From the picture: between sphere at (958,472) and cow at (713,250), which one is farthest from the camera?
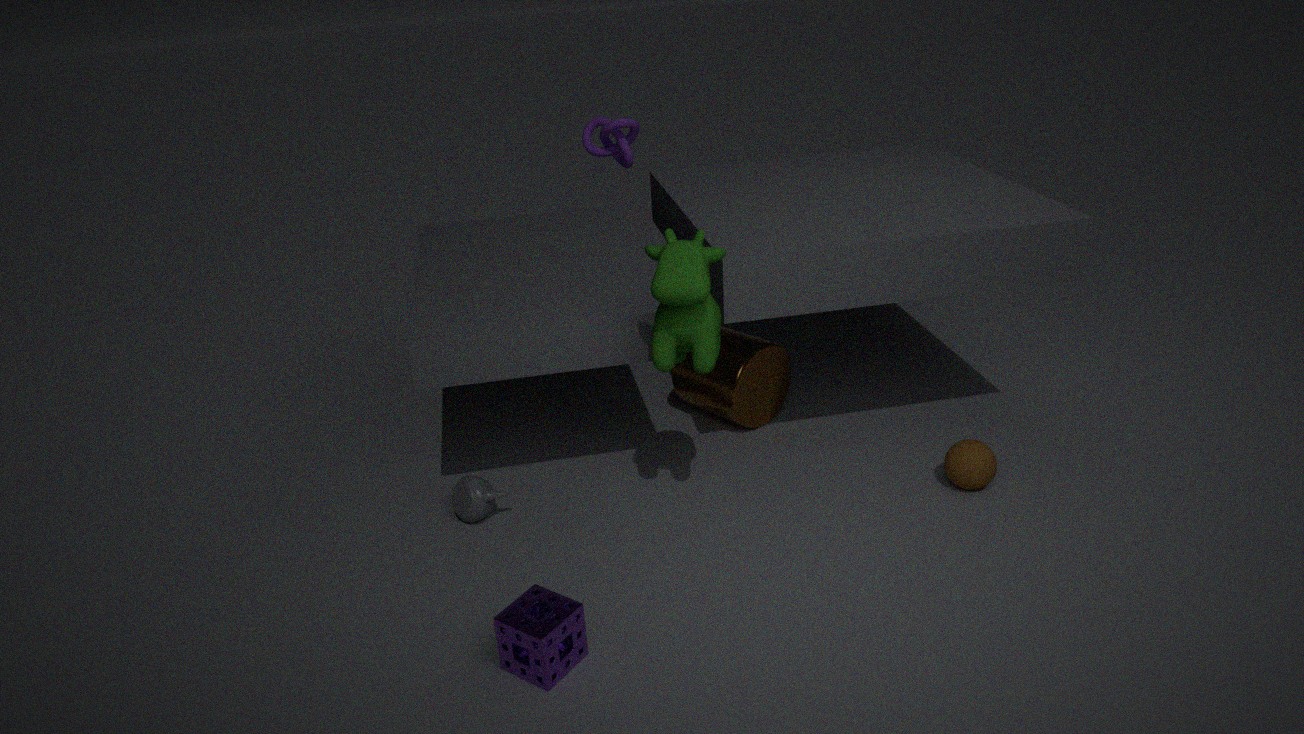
sphere at (958,472)
